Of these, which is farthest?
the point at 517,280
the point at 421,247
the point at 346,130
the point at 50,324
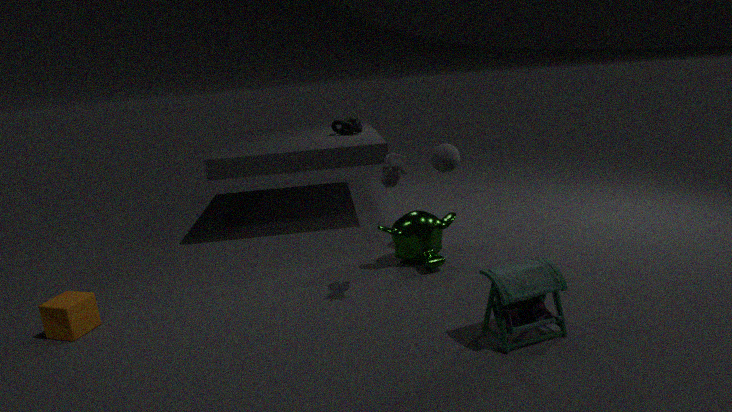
the point at 346,130
